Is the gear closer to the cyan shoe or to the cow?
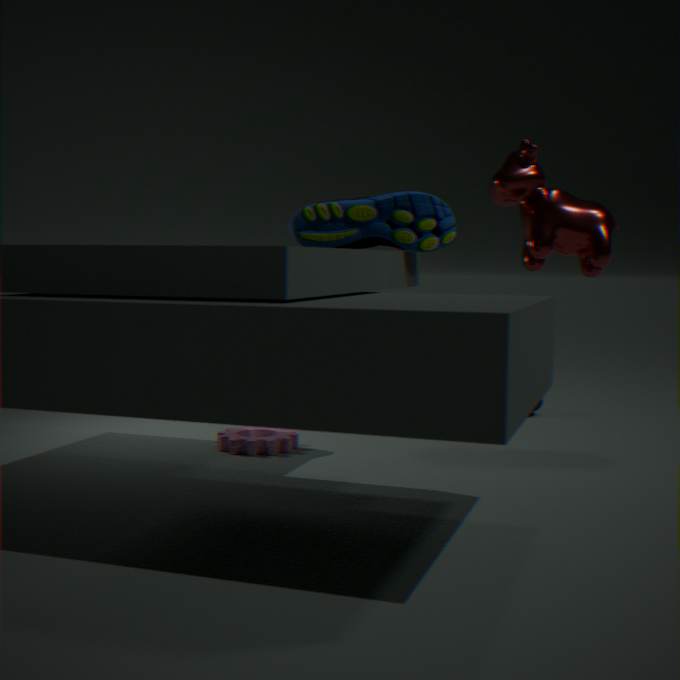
the cyan shoe
